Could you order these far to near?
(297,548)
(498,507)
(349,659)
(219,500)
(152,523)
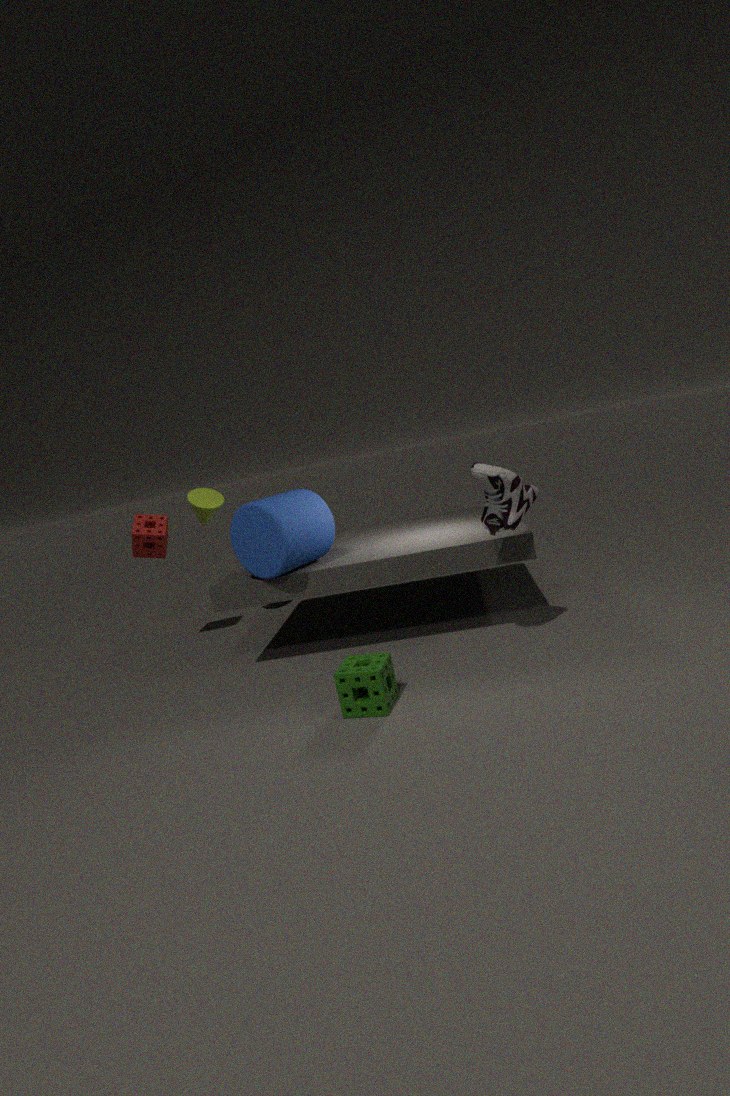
(219,500) → (152,523) → (297,548) → (498,507) → (349,659)
